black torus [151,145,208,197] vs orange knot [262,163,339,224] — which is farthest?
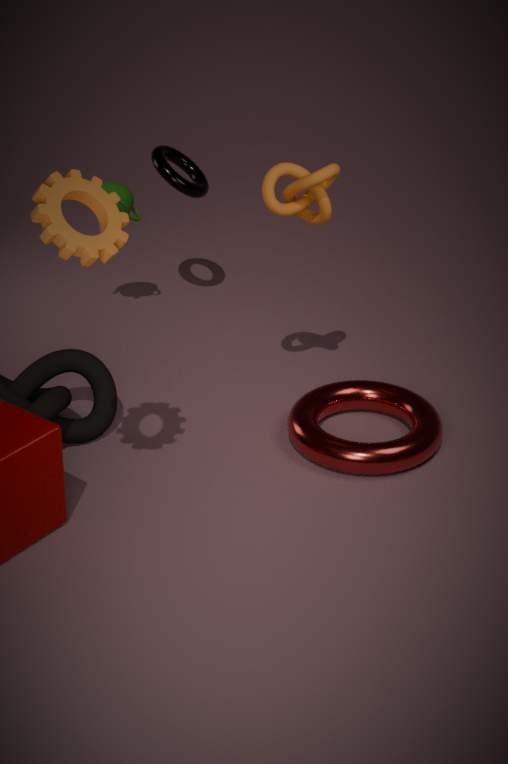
black torus [151,145,208,197]
